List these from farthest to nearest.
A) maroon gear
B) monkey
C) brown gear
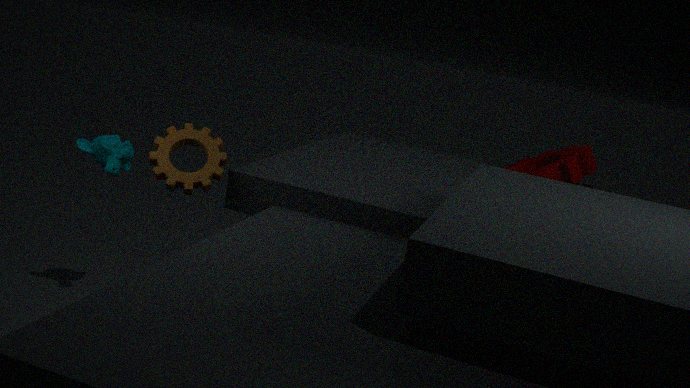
maroon gear < monkey < brown gear
